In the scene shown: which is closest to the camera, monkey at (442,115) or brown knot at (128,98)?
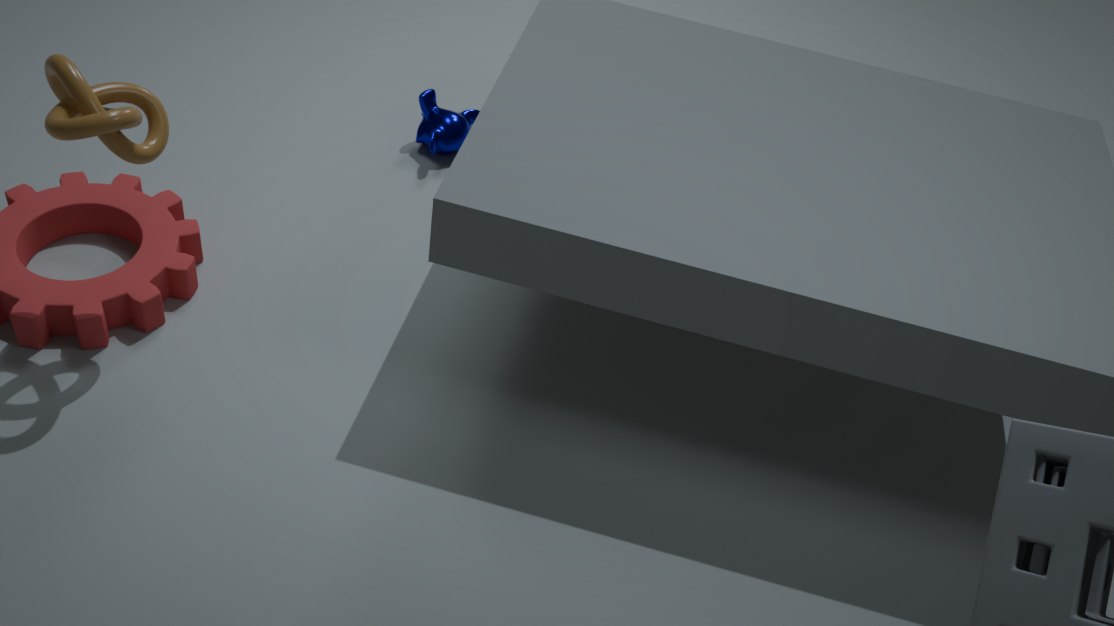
brown knot at (128,98)
